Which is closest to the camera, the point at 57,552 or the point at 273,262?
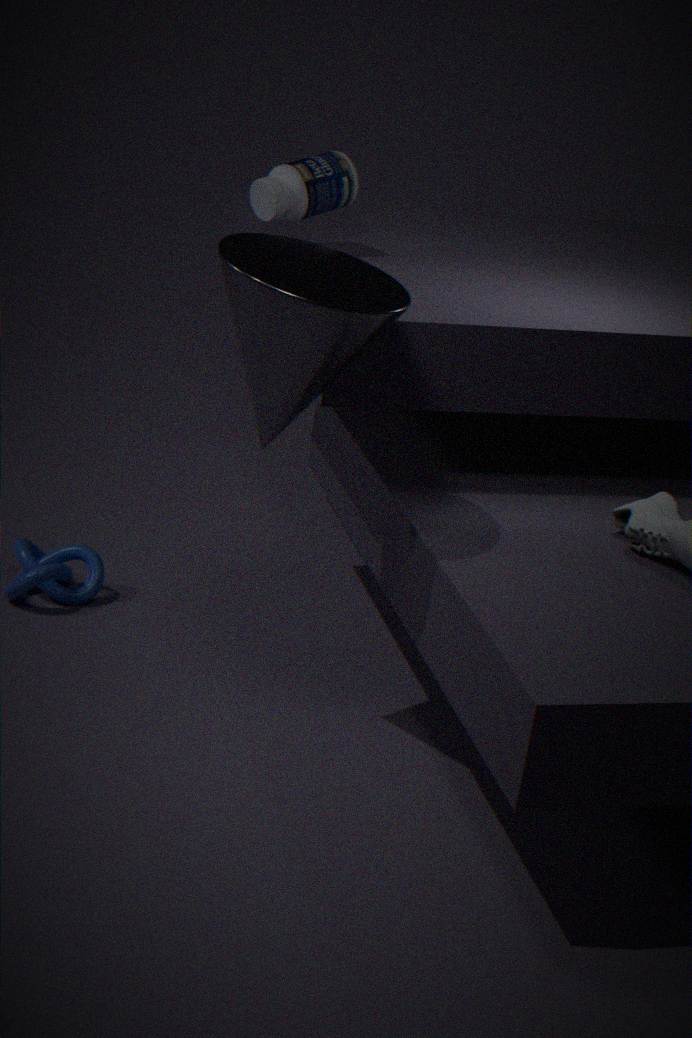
the point at 273,262
